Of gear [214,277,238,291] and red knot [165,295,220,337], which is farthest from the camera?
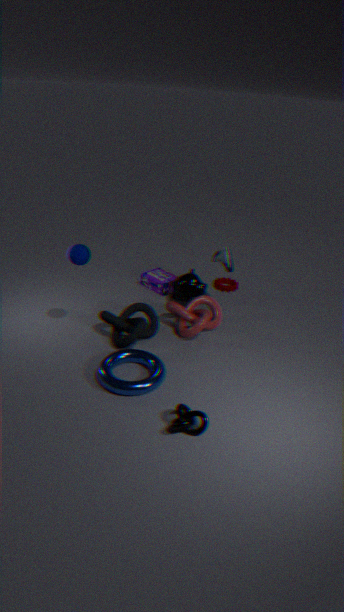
gear [214,277,238,291]
